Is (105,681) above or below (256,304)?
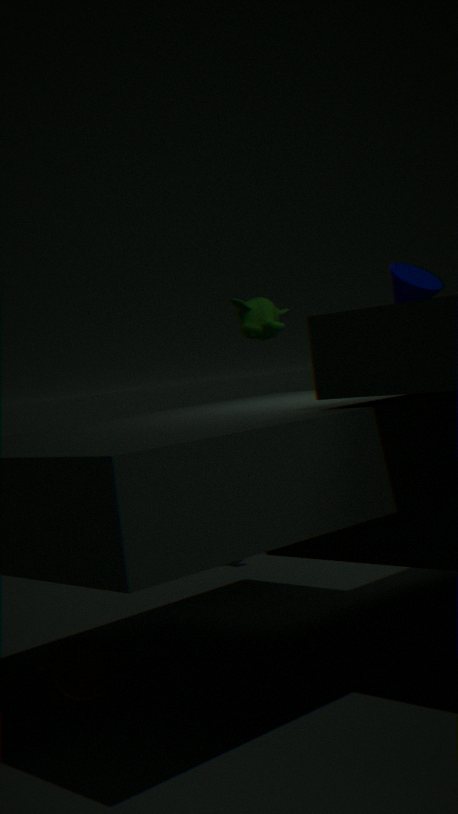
below
